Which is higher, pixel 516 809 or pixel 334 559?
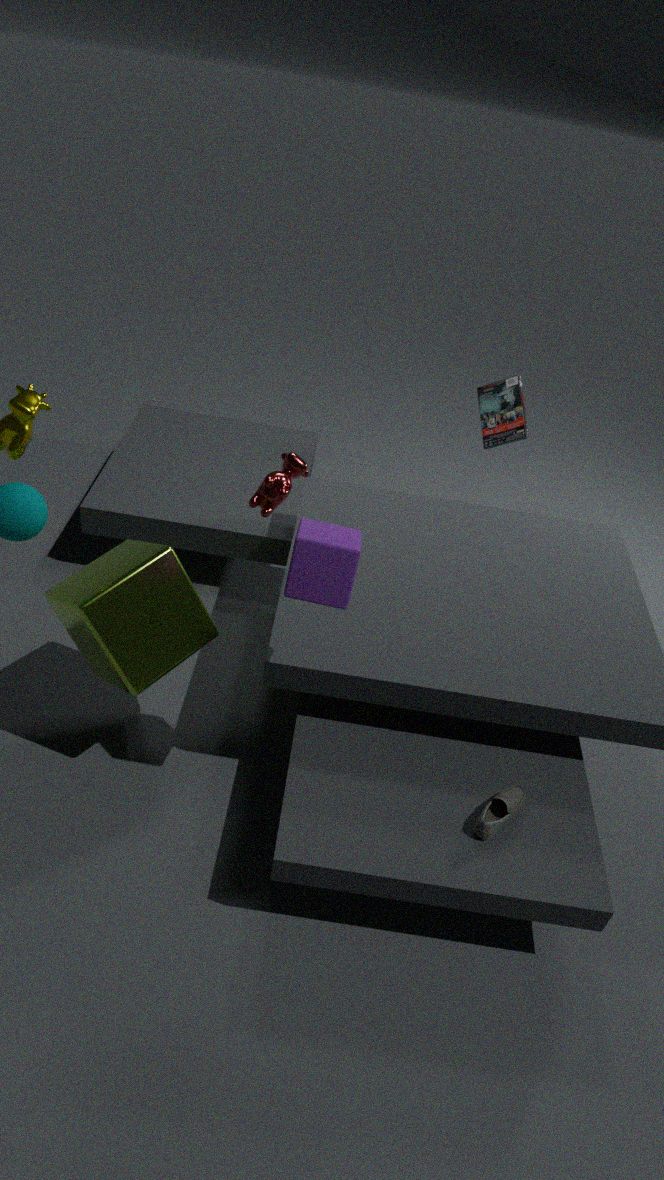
pixel 334 559
